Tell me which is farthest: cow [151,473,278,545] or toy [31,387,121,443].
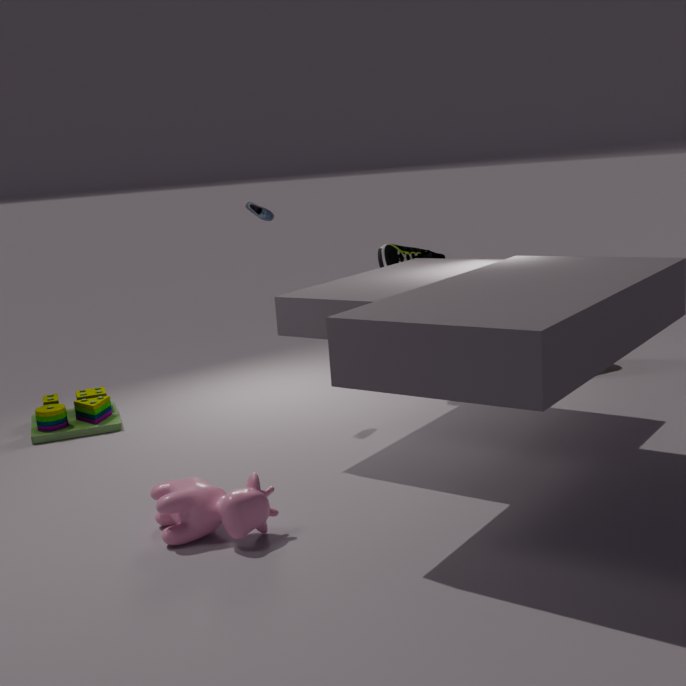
toy [31,387,121,443]
